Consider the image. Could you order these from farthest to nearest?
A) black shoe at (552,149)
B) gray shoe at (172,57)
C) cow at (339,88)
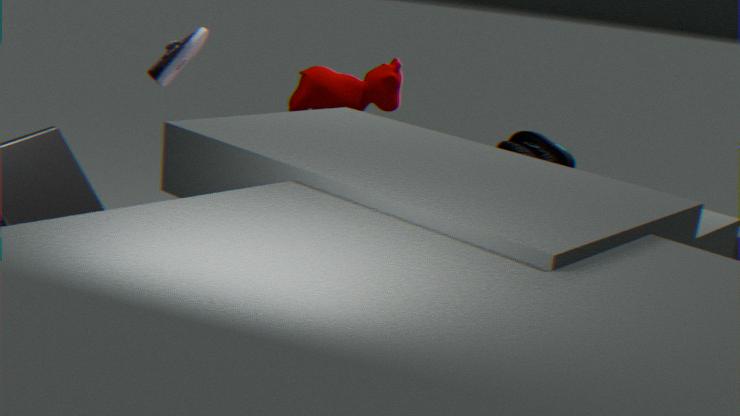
1. cow at (339,88)
2. black shoe at (552,149)
3. gray shoe at (172,57)
